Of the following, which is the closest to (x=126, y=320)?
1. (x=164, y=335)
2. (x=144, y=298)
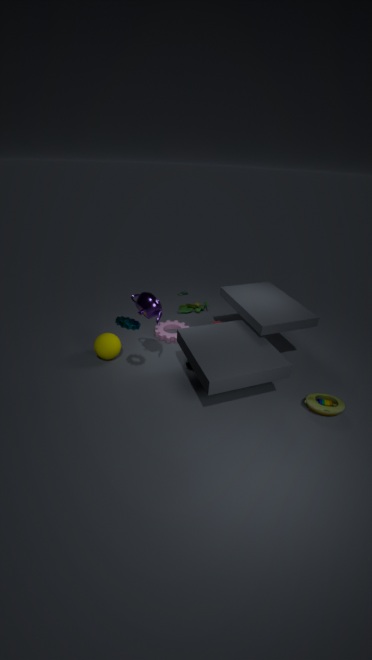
(x=144, y=298)
